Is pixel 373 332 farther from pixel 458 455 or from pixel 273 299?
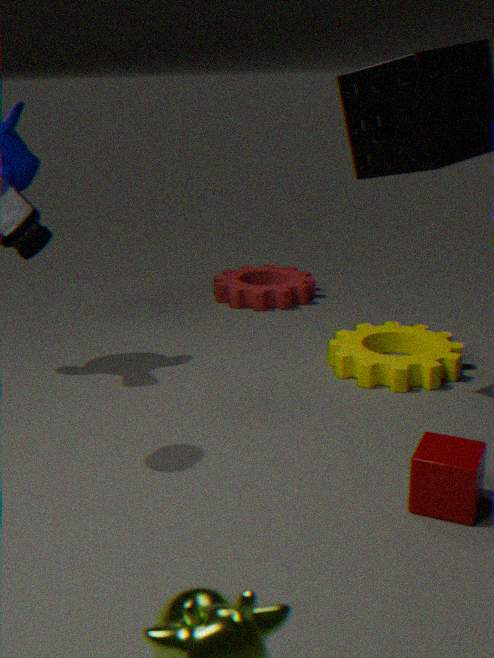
pixel 273 299
